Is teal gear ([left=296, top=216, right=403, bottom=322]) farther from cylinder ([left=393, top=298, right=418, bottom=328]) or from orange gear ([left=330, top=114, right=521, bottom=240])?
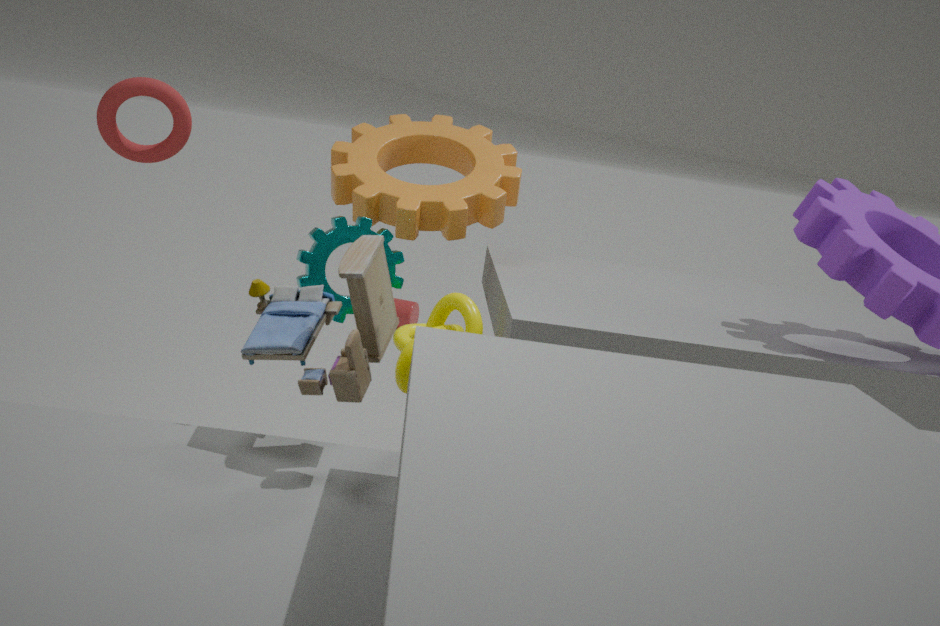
cylinder ([left=393, top=298, right=418, bottom=328])
